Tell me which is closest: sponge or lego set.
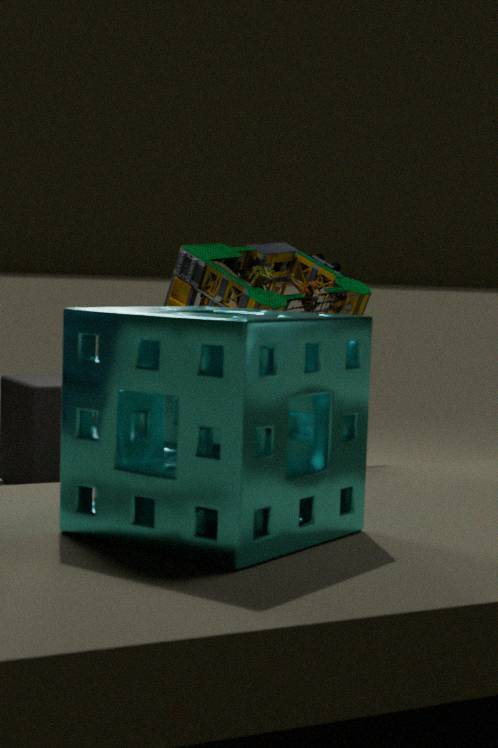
sponge
